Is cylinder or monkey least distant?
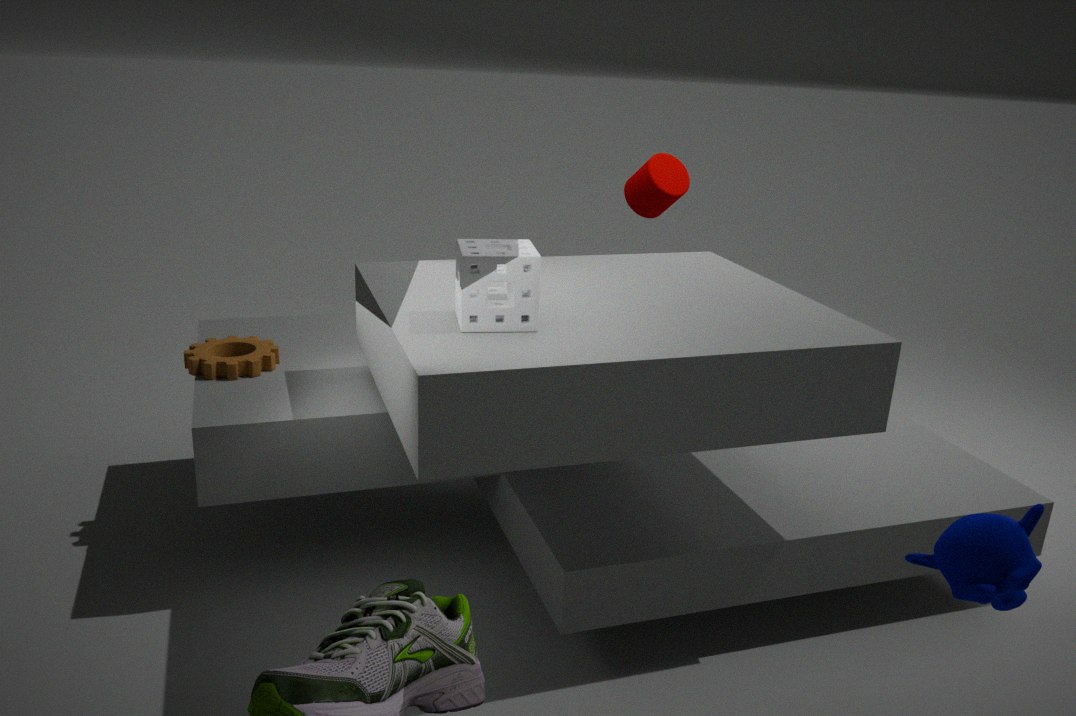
monkey
